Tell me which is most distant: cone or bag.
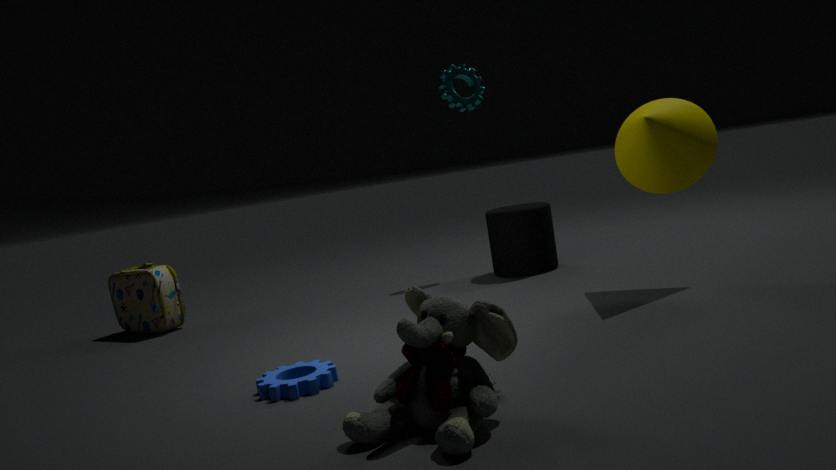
bag
